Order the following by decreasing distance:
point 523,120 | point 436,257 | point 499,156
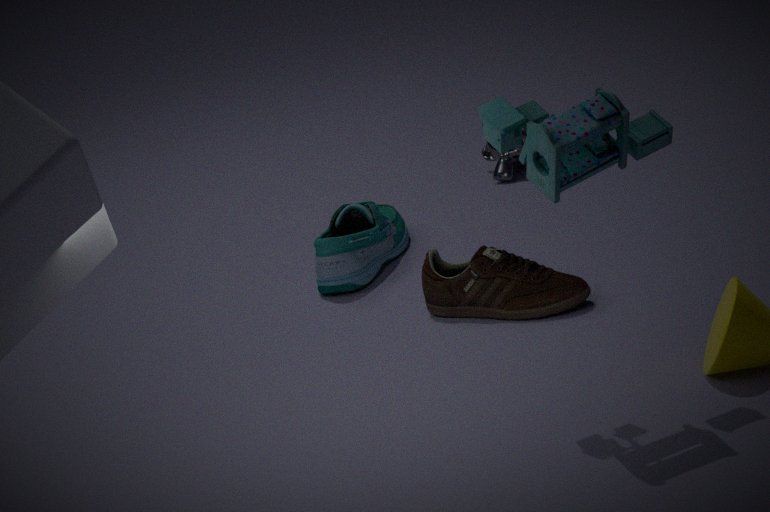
point 499,156
point 436,257
point 523,120
